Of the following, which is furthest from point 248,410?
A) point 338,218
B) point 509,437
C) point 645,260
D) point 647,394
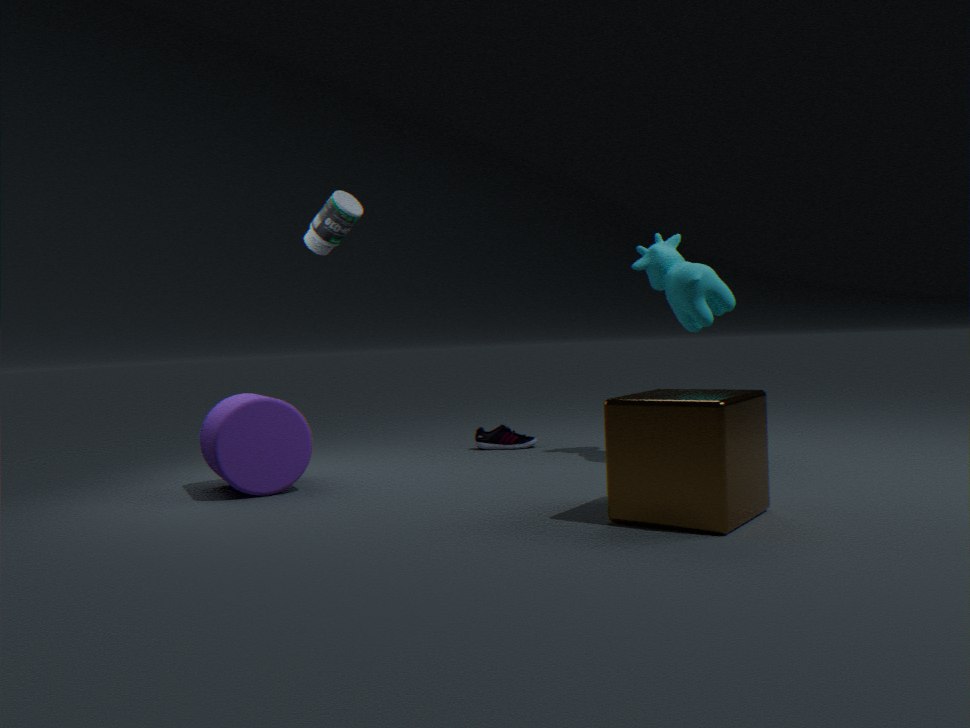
point 645,260
